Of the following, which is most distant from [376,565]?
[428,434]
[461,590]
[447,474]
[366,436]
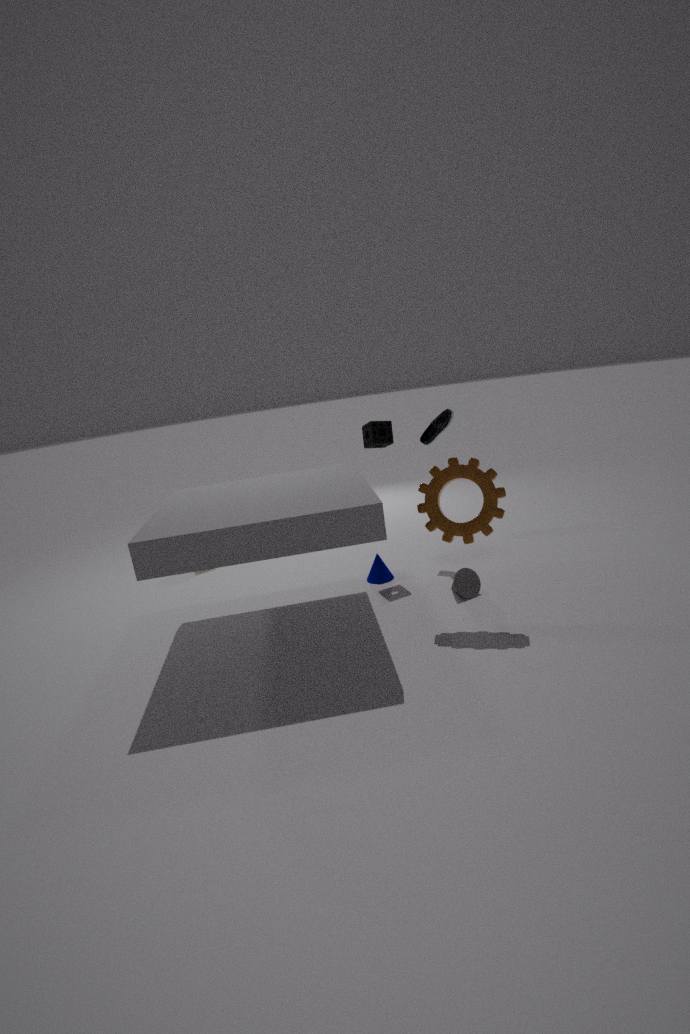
[428,434]
